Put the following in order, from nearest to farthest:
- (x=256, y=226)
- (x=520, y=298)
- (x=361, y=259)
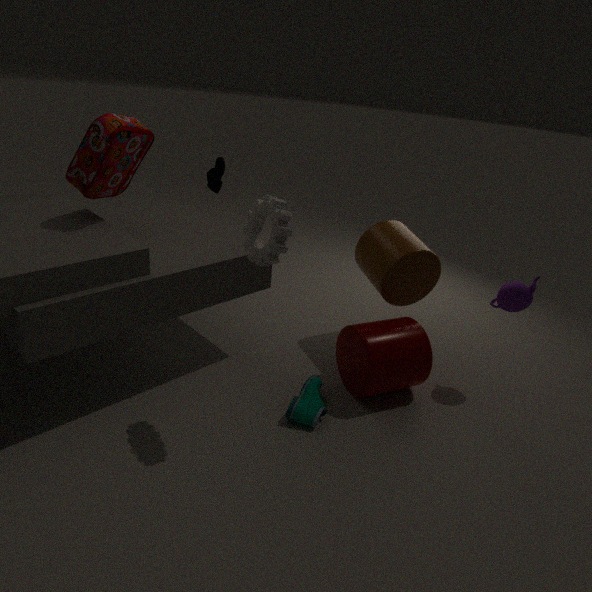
(x=256, y=226) → (x=520, y=298) → (x=361, y=259)
